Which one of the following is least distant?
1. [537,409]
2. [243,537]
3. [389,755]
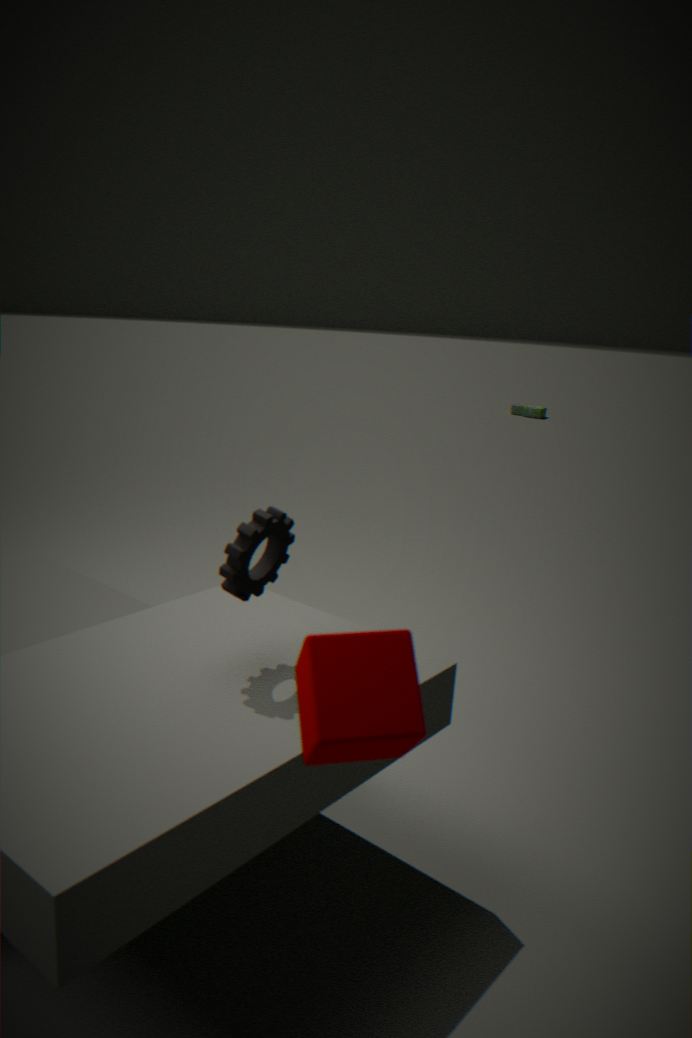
[389,755]
